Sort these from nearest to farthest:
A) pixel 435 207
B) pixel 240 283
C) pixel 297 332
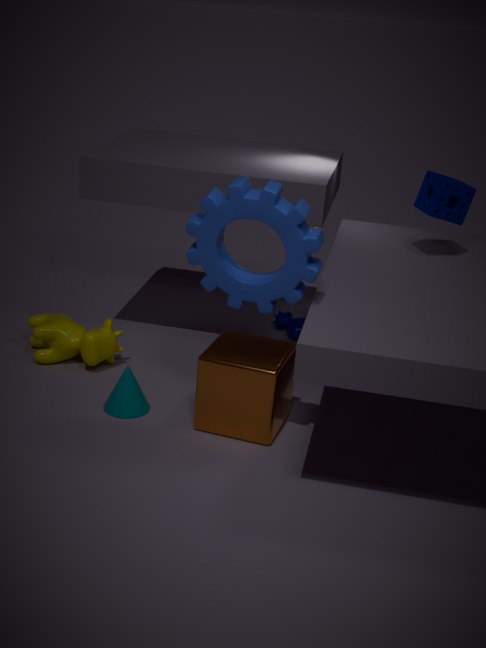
B. pixel 240 283
A. pixel 435 207
C. pixel 297 332
